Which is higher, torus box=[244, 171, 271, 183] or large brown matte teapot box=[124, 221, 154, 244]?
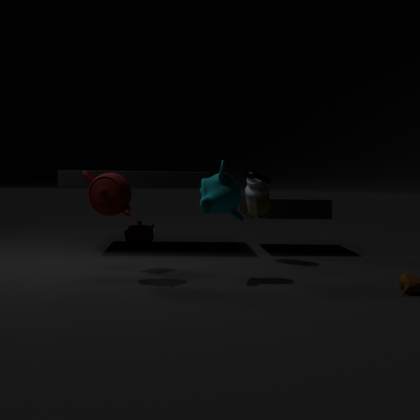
torus box=[244, 171, 271, 183]
